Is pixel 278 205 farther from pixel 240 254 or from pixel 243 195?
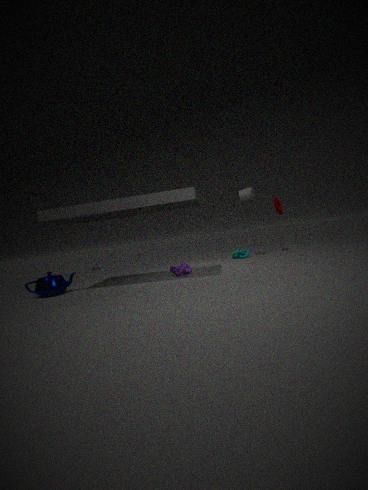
pixel 240 254
